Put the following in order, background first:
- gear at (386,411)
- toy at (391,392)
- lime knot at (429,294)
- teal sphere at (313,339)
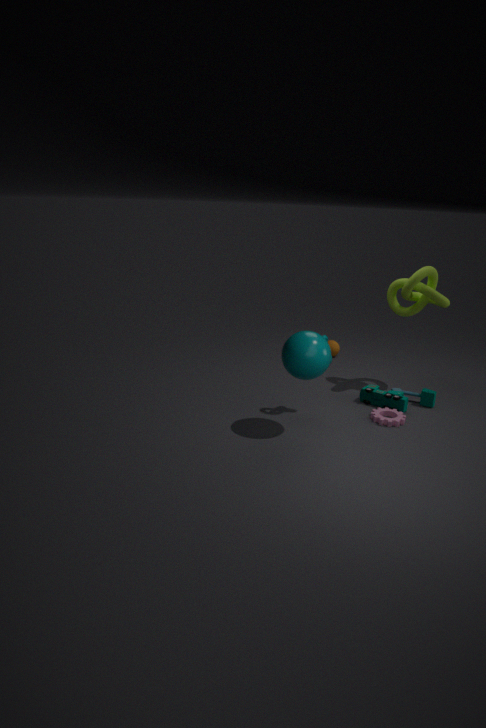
lime knot at (429,294) → toy at (391,392) → gear at (386,411) → teal sphere at (313,339)
